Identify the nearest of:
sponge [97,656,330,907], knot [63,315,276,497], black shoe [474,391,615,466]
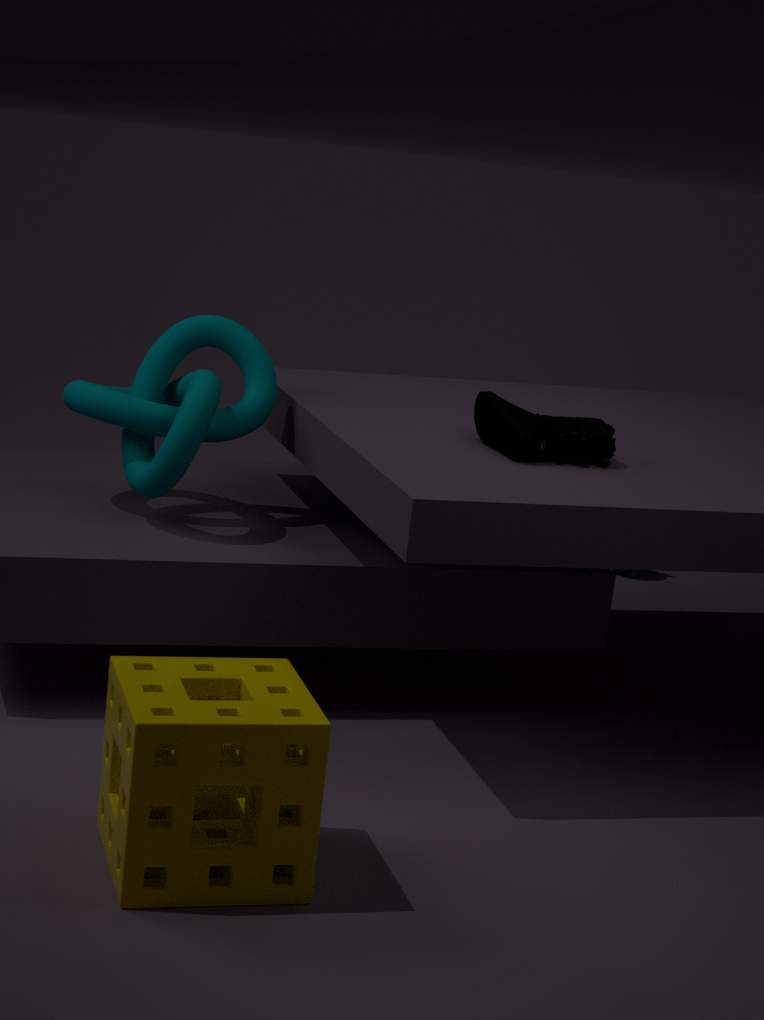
sponge [97,656,330,907]
